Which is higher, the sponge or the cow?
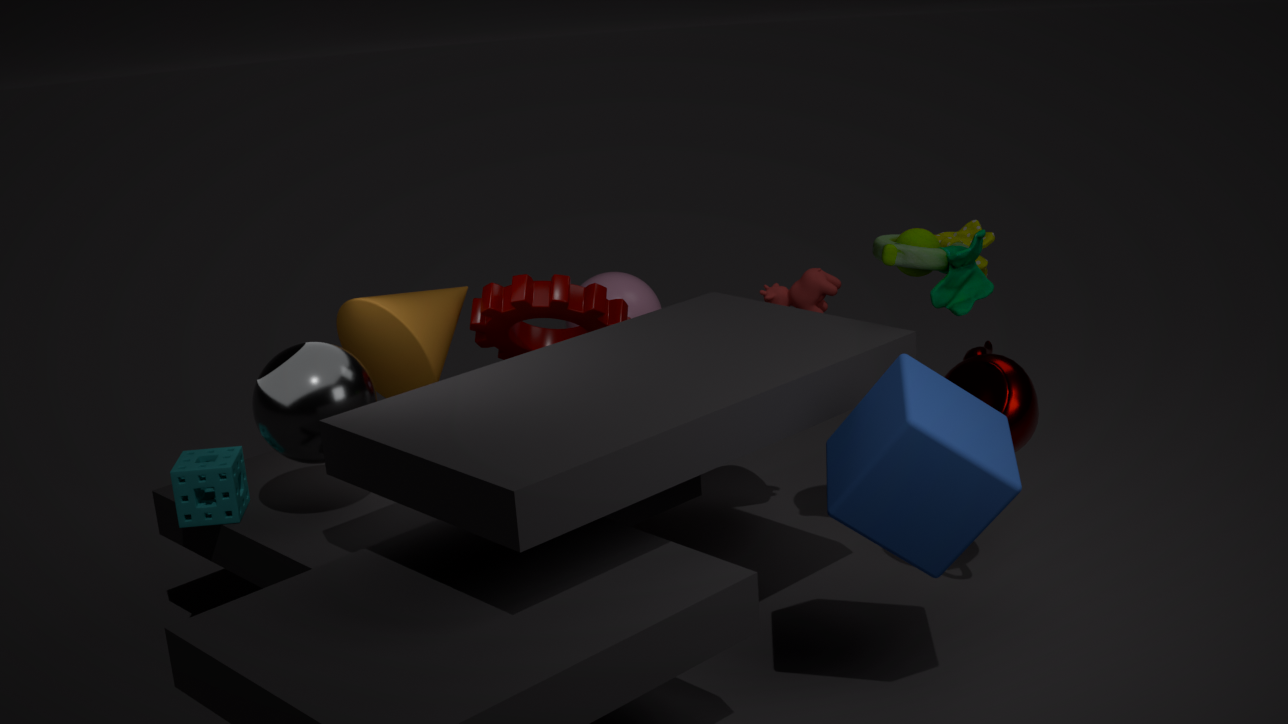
the cow
